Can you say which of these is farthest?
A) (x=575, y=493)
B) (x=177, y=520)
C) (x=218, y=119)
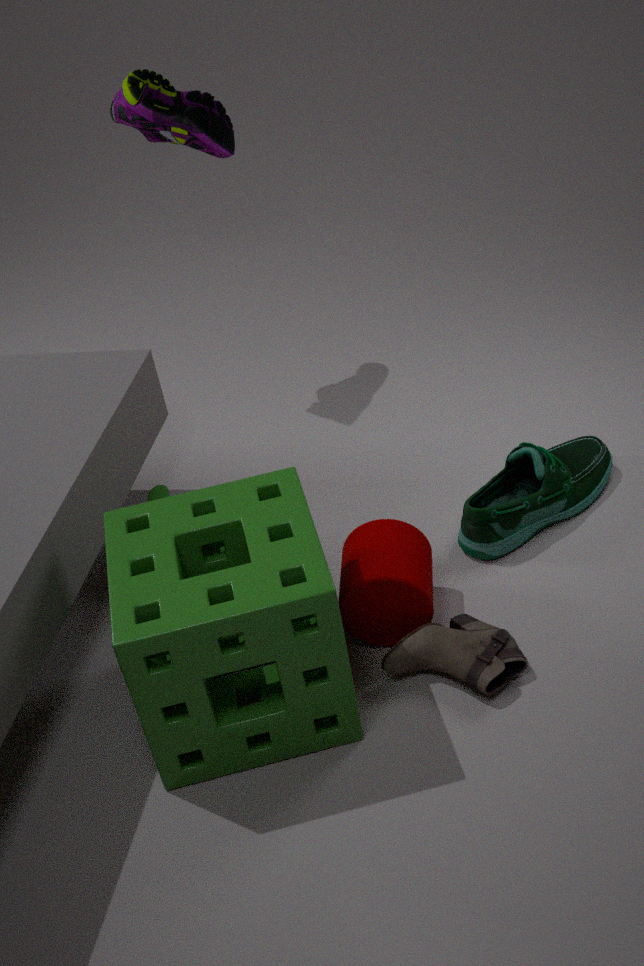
(x=218, y=119)
